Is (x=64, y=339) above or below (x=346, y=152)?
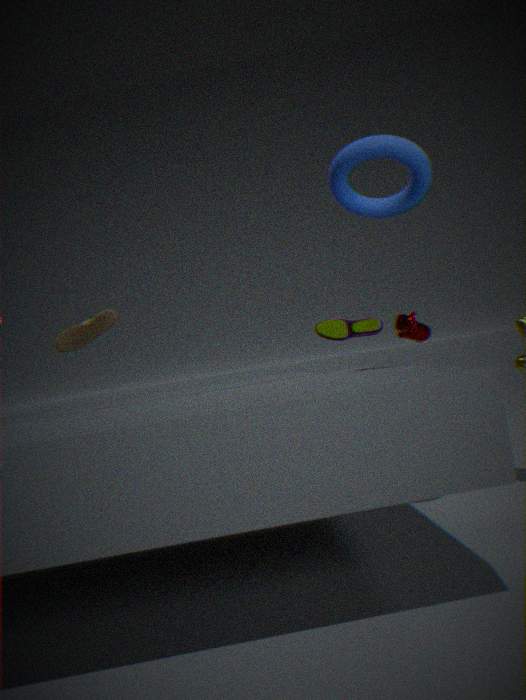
below
